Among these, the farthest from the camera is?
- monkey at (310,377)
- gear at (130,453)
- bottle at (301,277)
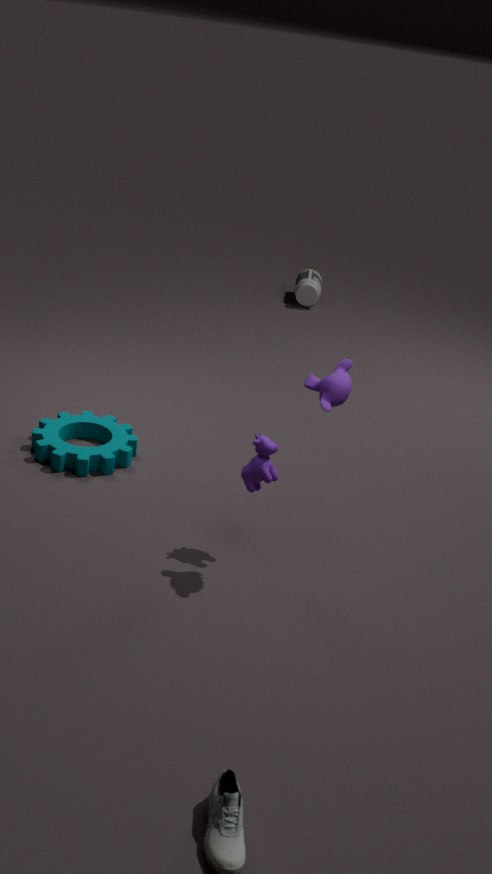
bottle at (301,277)
